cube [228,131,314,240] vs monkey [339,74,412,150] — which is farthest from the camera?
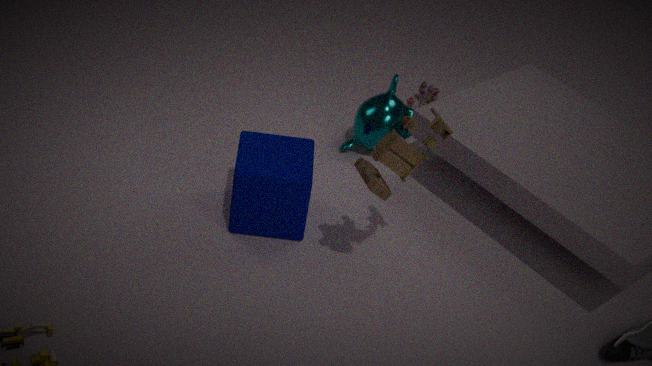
monkey [339,74,412,150]
